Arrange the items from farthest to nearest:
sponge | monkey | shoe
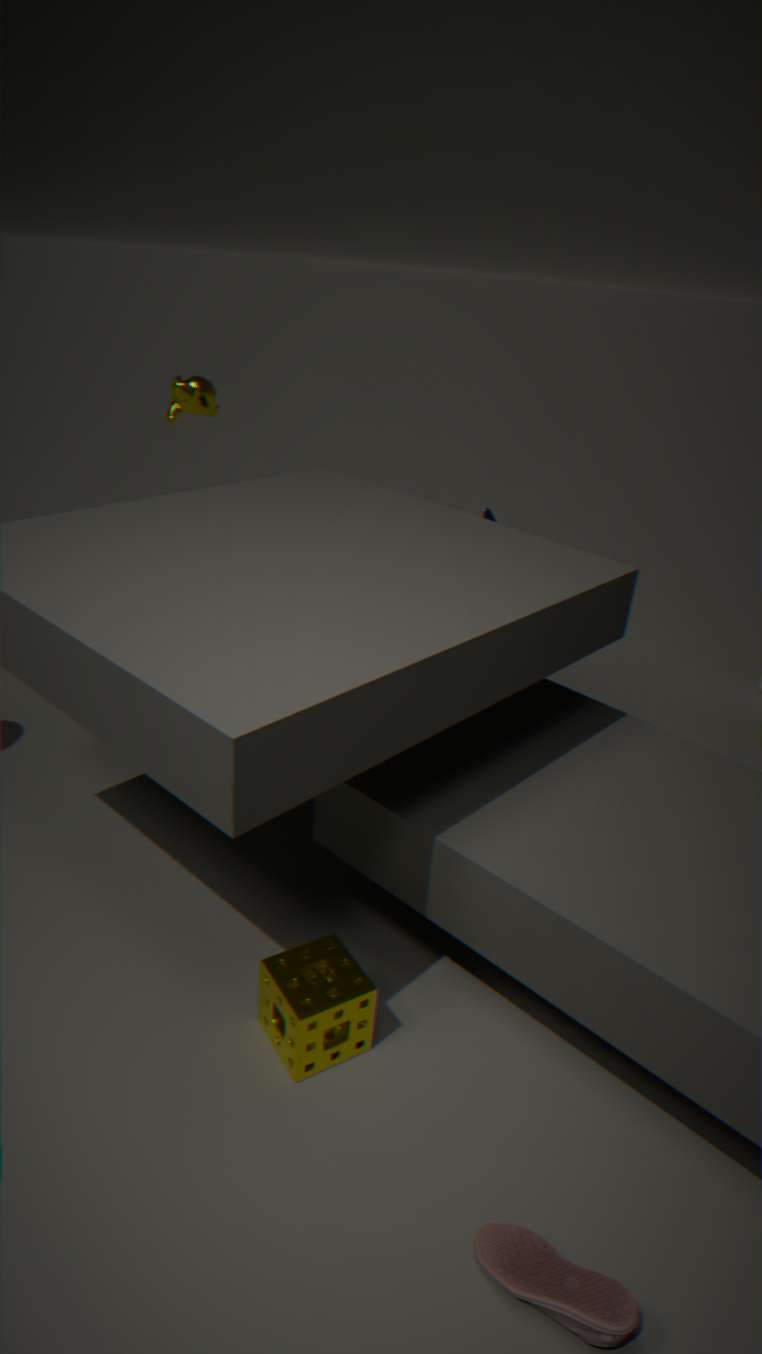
monkey, sponge, shoe
